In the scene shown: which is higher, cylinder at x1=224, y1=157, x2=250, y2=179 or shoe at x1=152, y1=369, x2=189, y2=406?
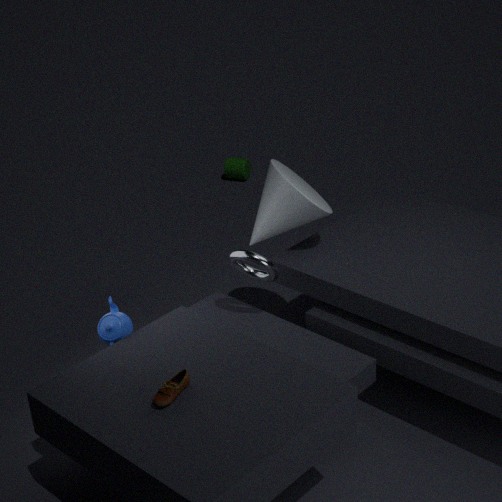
shoe at x1=152, y1=369, x2=189, y2=406
